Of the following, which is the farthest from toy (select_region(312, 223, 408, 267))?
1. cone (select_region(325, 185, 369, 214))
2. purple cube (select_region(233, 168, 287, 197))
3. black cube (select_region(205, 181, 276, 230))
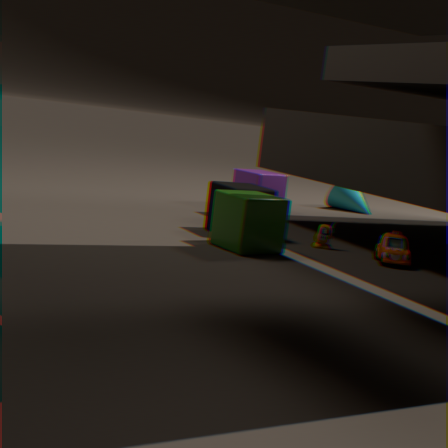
cone (select_region(325, 185, 369, 214))
